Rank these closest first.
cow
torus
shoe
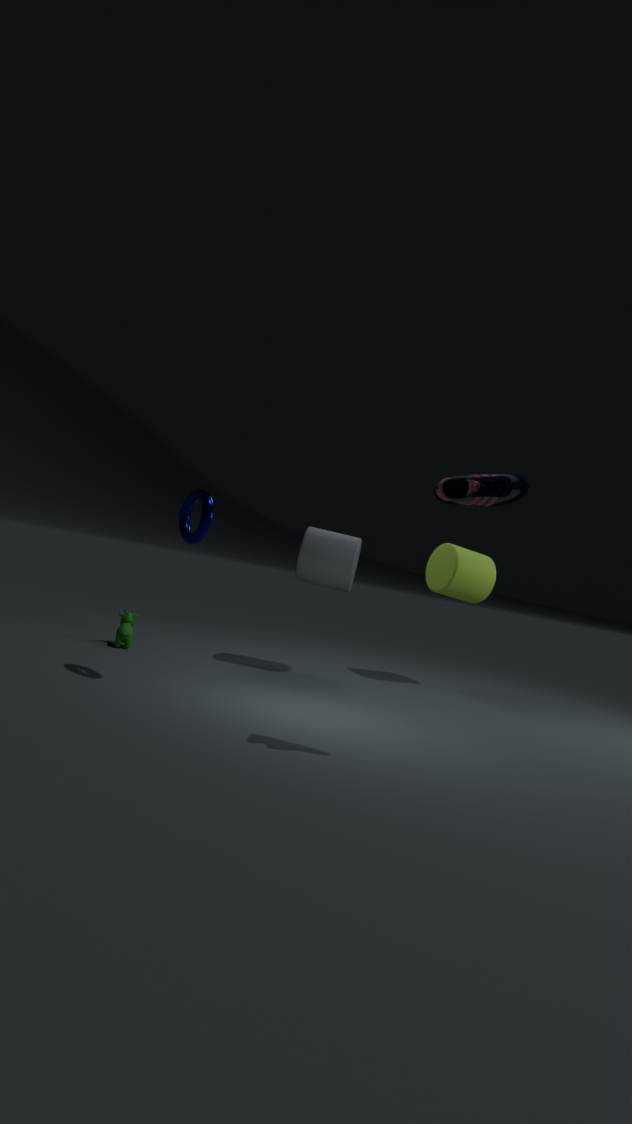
1. shoe
2. torus
3. cow
